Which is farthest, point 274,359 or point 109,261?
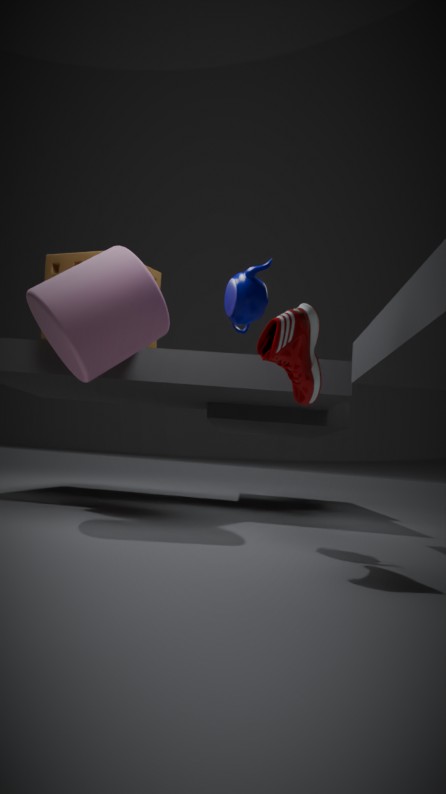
point 109,261
